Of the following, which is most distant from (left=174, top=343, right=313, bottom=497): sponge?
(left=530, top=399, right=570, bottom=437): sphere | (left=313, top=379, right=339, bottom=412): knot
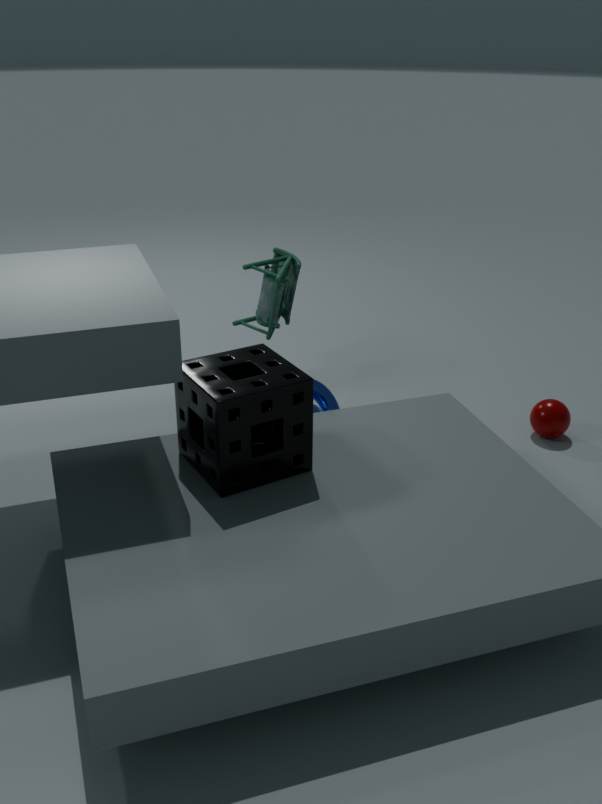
(left=530, top=399, right=570, bottom=437): sphere
